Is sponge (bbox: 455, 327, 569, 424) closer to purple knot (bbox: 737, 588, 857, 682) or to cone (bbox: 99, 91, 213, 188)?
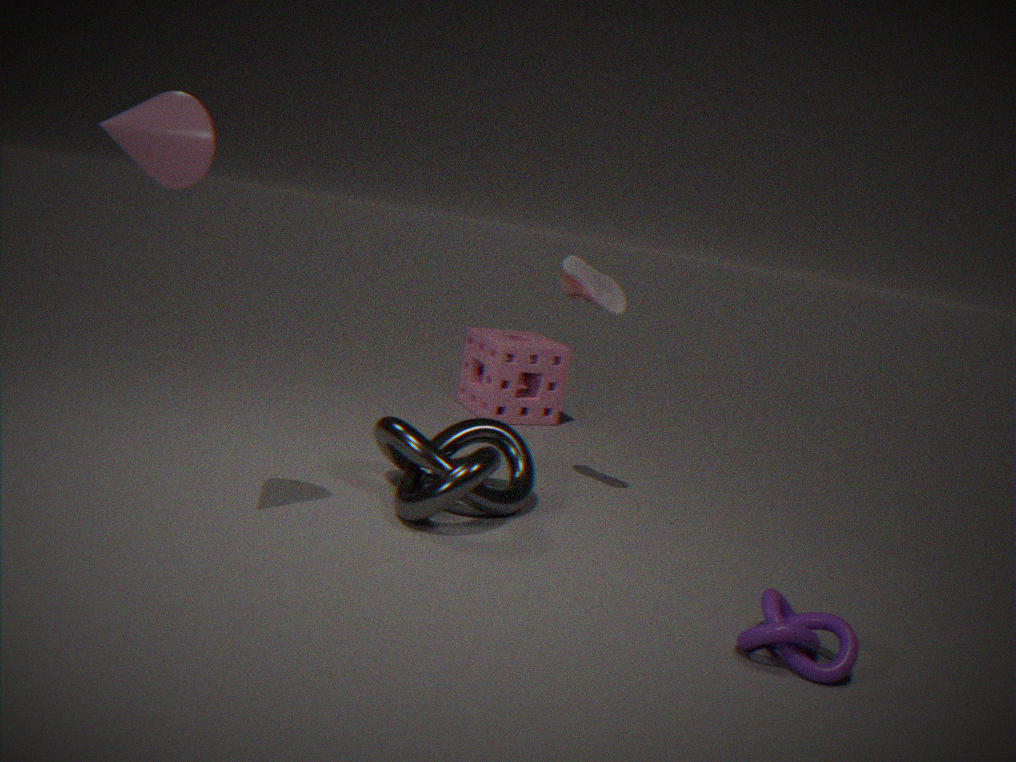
purple knot (bbox: 737, 588, 857, 682)
